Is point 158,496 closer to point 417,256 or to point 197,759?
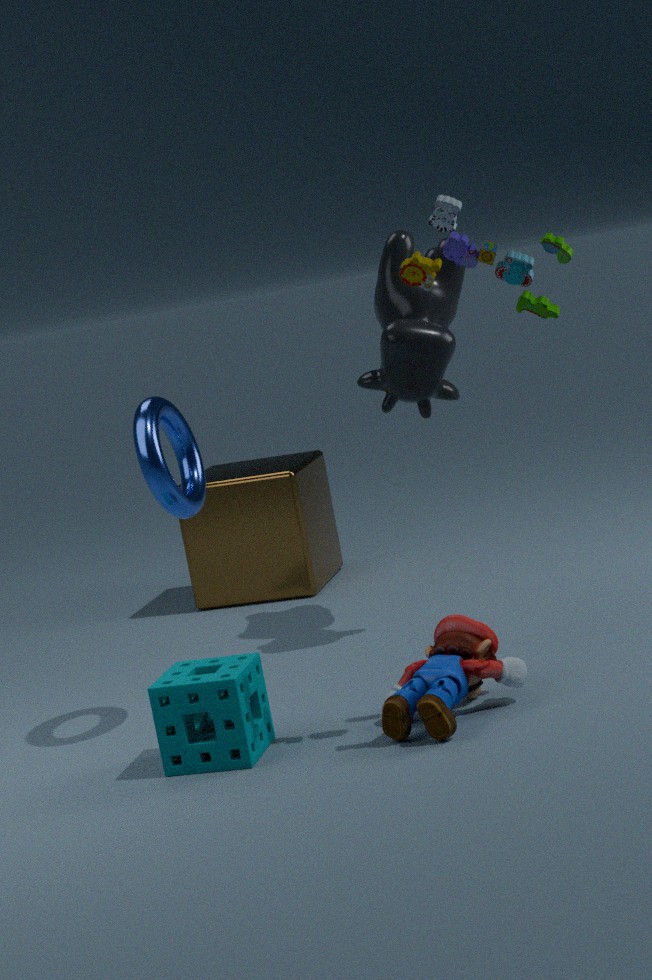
point 197,759
